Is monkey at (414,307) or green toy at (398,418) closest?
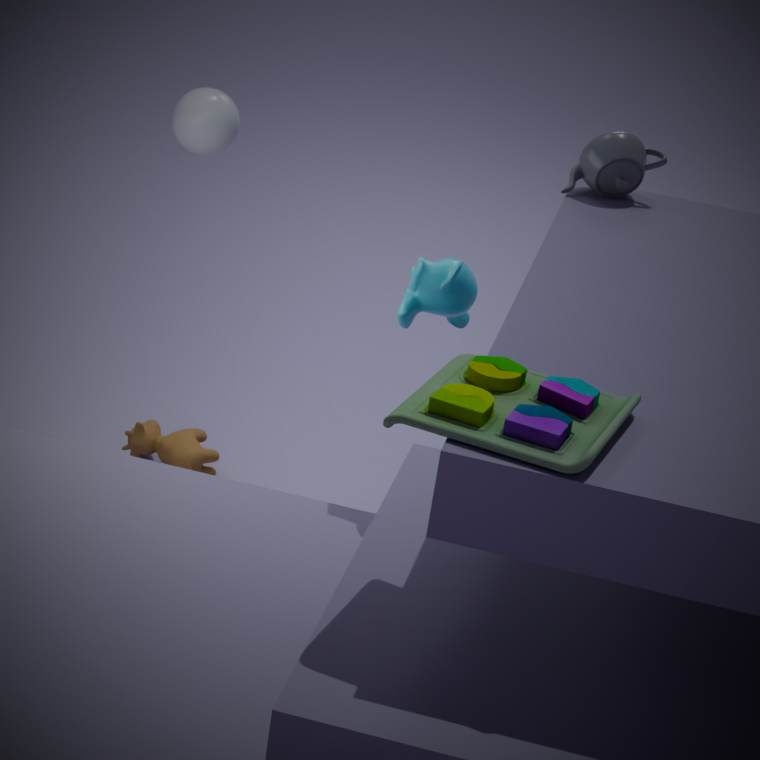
green toy at (398,418)
